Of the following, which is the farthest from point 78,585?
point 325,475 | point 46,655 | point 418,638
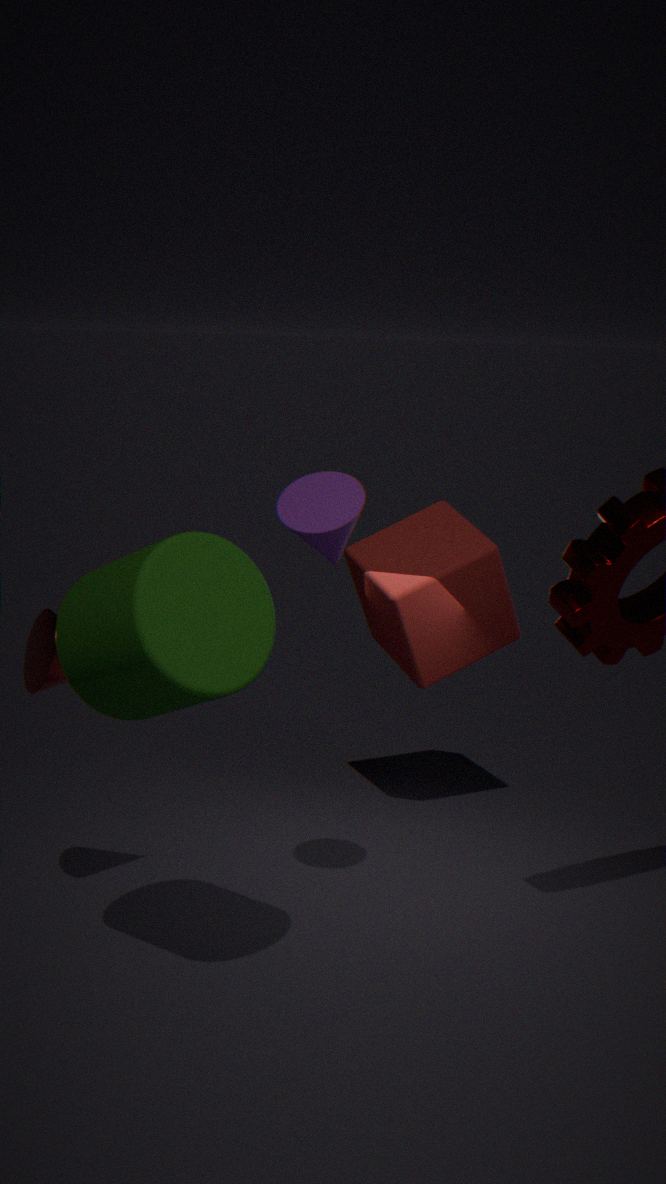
point 418,638
